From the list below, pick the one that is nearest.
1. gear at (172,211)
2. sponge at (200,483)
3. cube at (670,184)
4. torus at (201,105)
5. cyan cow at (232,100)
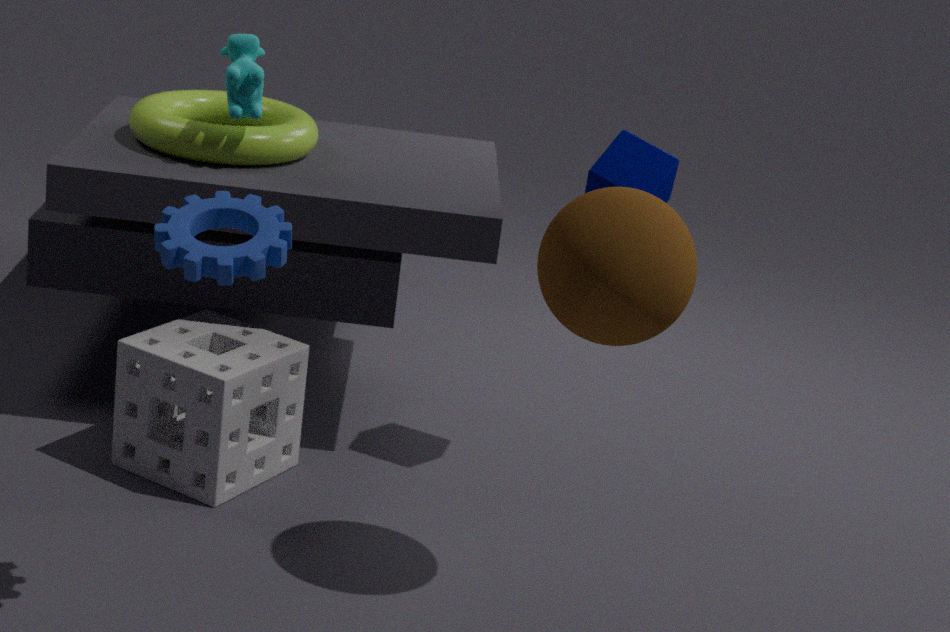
gear at (172,211)
